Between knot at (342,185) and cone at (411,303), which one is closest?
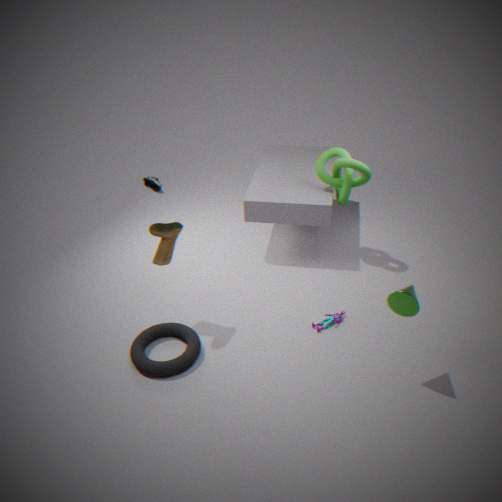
cone at (411,303)
